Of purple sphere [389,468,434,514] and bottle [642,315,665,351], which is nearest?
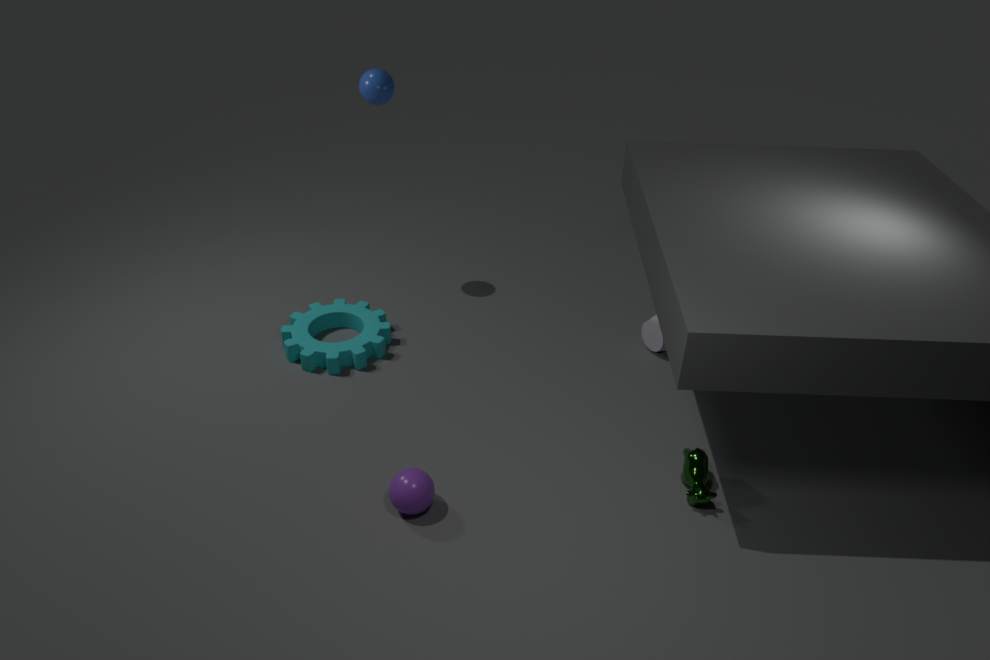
purple sphere [389,468,434,514]
